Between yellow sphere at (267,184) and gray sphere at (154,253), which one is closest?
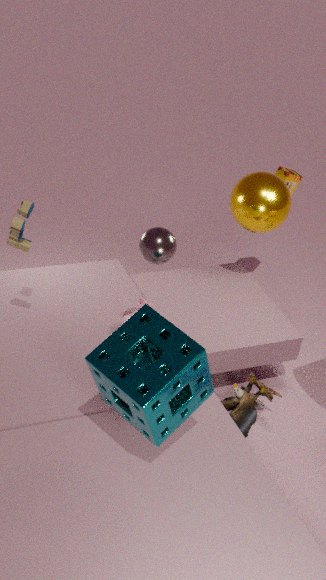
gray sphere at (154,253)
